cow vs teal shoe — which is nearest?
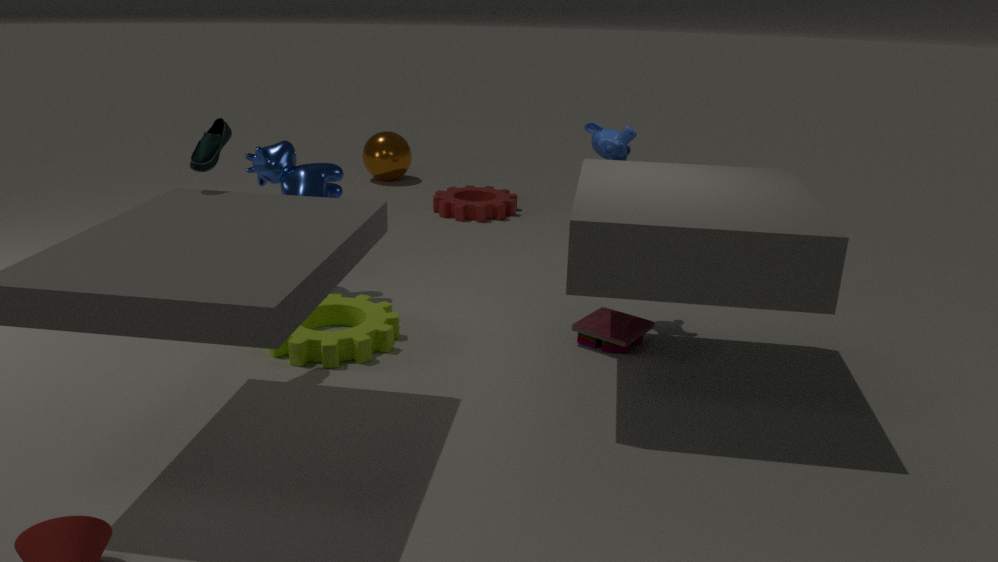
teal shoe
